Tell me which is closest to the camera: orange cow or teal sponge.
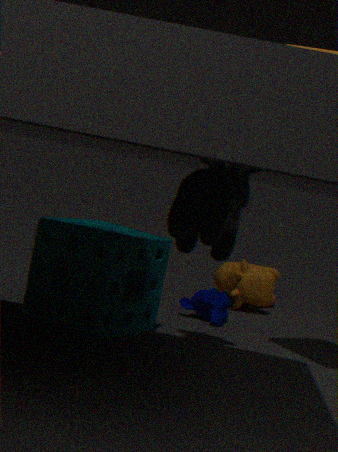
teal sponge
